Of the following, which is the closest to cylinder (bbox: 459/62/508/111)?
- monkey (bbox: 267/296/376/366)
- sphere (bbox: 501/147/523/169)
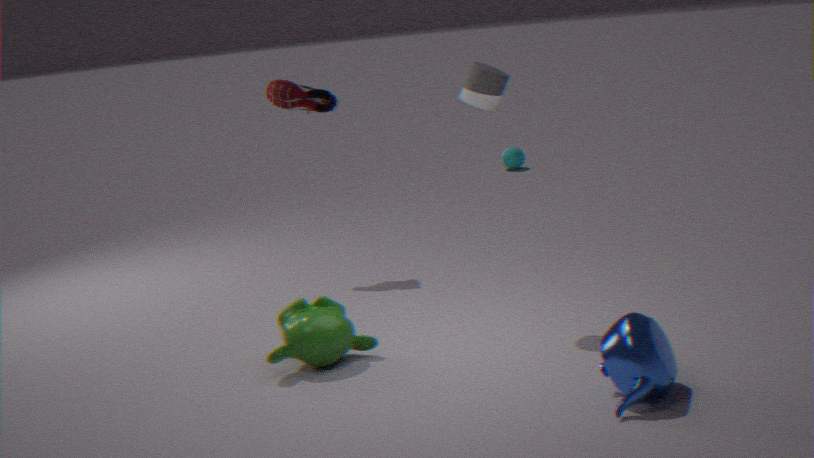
monkey (bbox: 267/296/376/366)
